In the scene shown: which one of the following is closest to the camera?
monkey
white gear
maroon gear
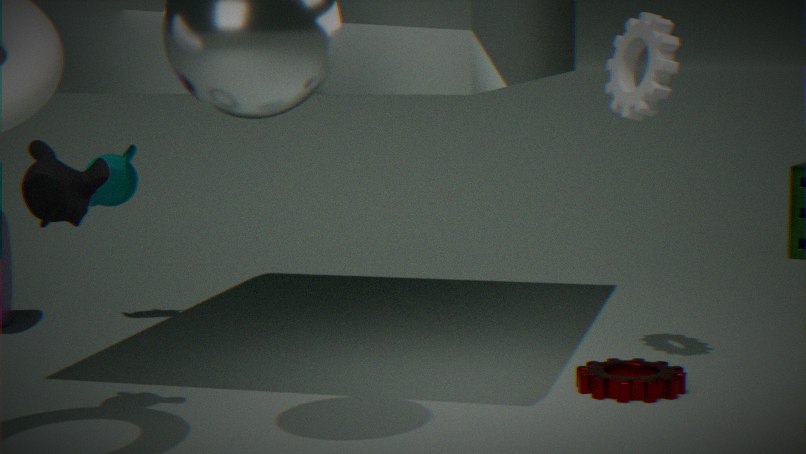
monkey
